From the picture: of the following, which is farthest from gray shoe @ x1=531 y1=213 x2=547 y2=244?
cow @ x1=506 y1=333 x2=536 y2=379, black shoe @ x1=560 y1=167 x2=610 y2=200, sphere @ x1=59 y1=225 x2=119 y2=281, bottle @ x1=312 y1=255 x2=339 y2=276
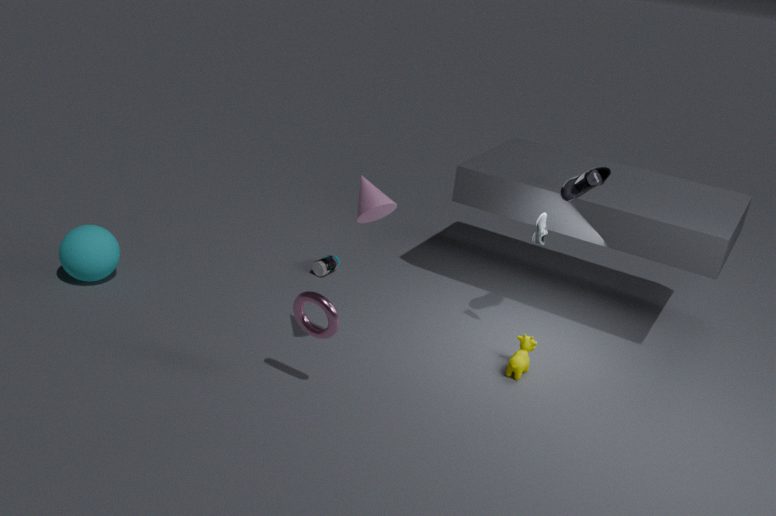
sphere @ x1=59 y1=225 x2=119 y2=281
